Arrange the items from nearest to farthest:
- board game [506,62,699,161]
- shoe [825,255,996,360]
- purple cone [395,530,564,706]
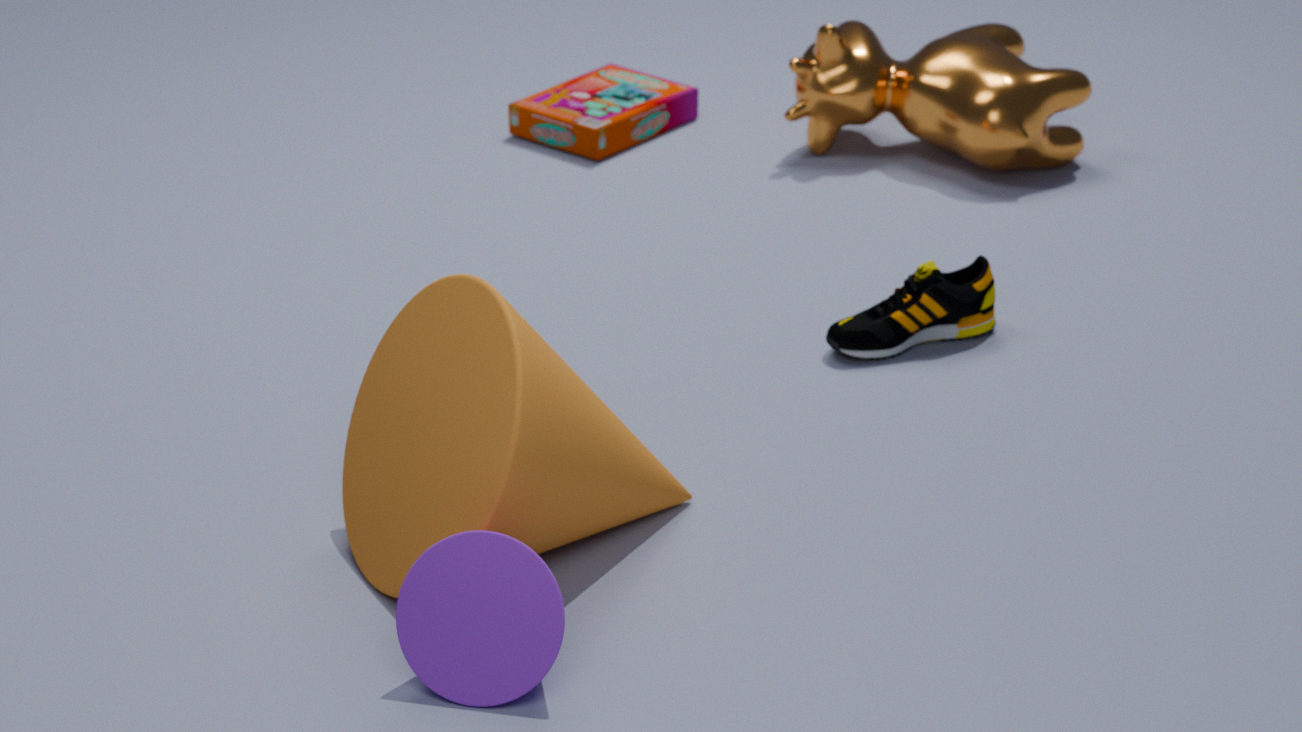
purple cone [395,530,564,706]
shoe [825,255,996,360]
board game [506,62,699,161]
